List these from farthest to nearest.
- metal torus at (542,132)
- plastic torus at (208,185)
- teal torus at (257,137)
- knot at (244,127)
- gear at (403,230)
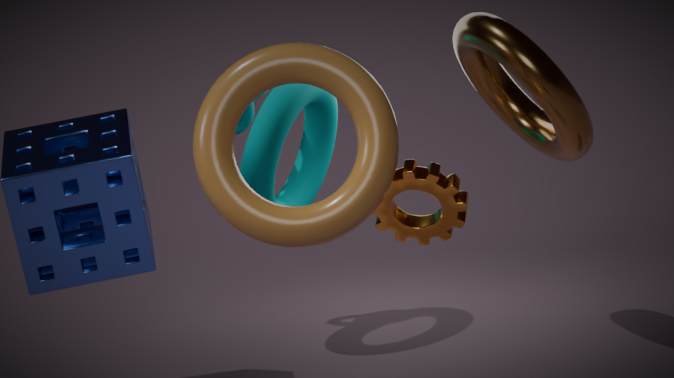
1. knot at (244,127)
2. teal torus at (257,137)
3. metal torus at (542,132)
4. gear at (403,230)
5. plastic torus at (208,185)
